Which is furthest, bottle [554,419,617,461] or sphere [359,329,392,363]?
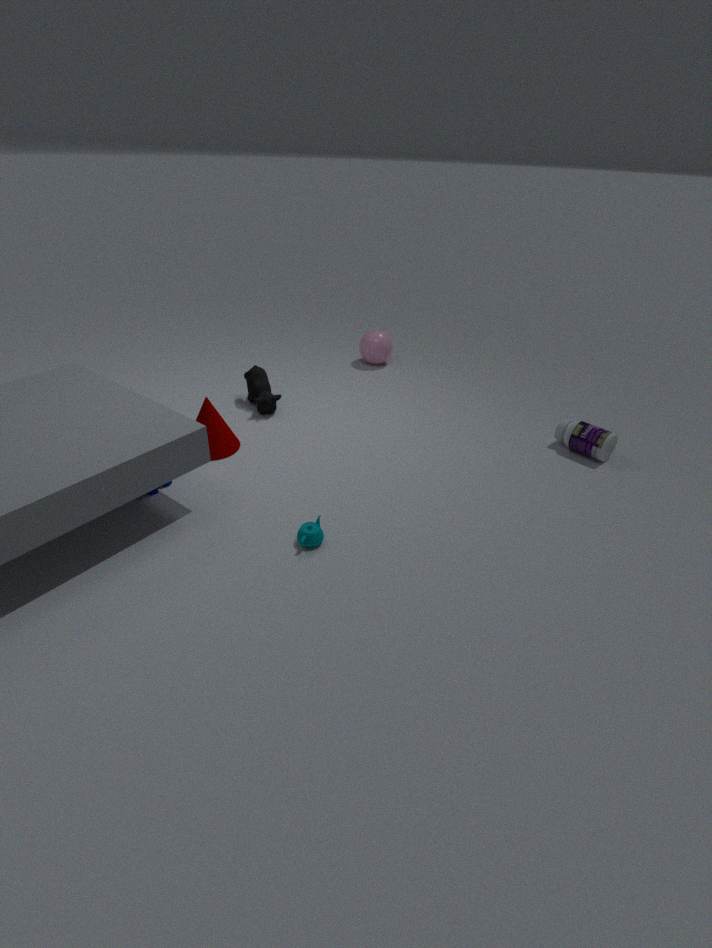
sphere [359,329,392,363]
